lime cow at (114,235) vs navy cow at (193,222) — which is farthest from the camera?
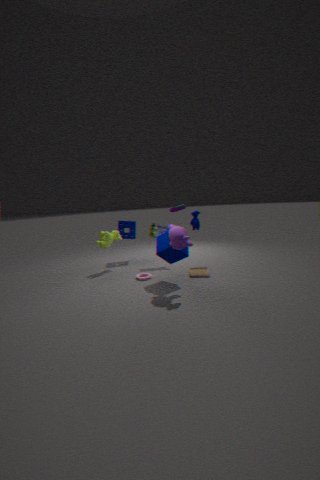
lime cow at (114,235)
